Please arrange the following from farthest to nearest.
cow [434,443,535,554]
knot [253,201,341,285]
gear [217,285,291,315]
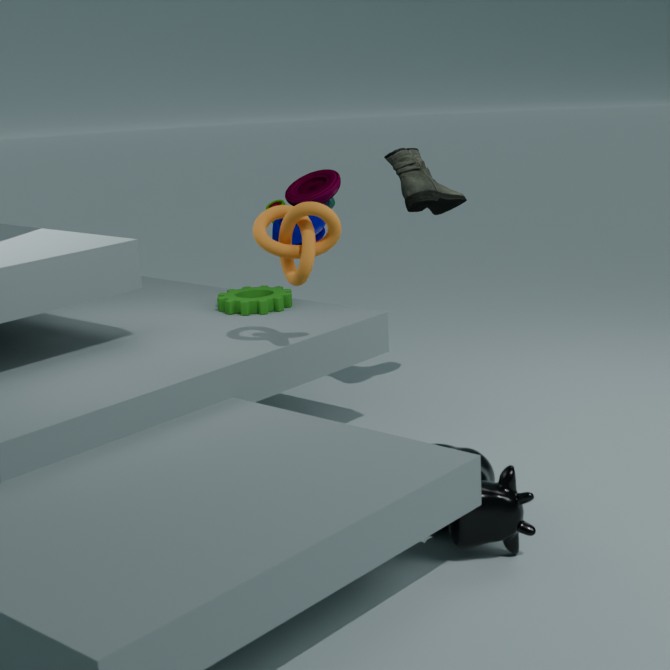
gear [217,285,291,315]
knot [253,201,341,285]
cow [434,443,535,554]
